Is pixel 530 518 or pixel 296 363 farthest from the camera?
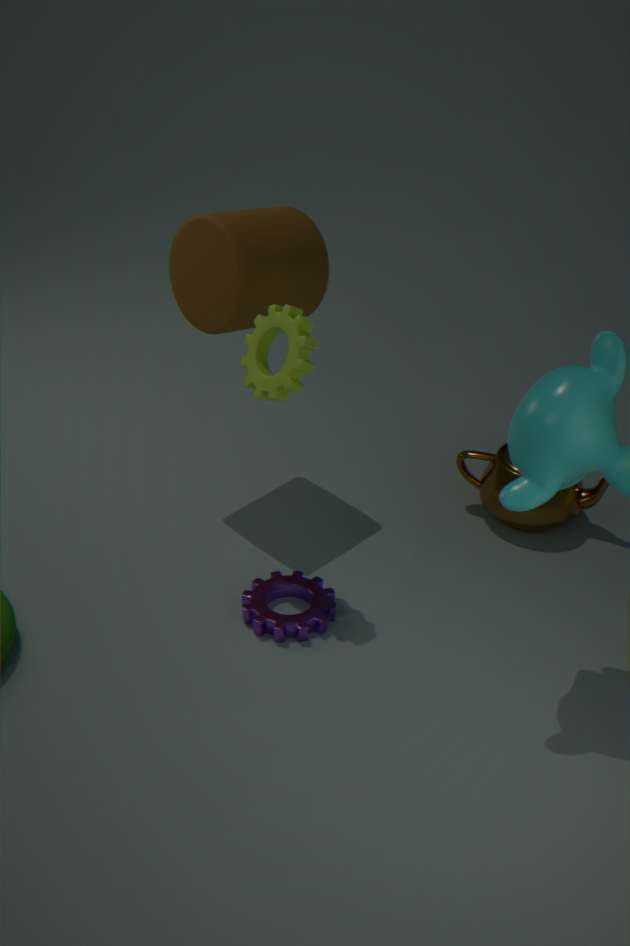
pixel 530 518
